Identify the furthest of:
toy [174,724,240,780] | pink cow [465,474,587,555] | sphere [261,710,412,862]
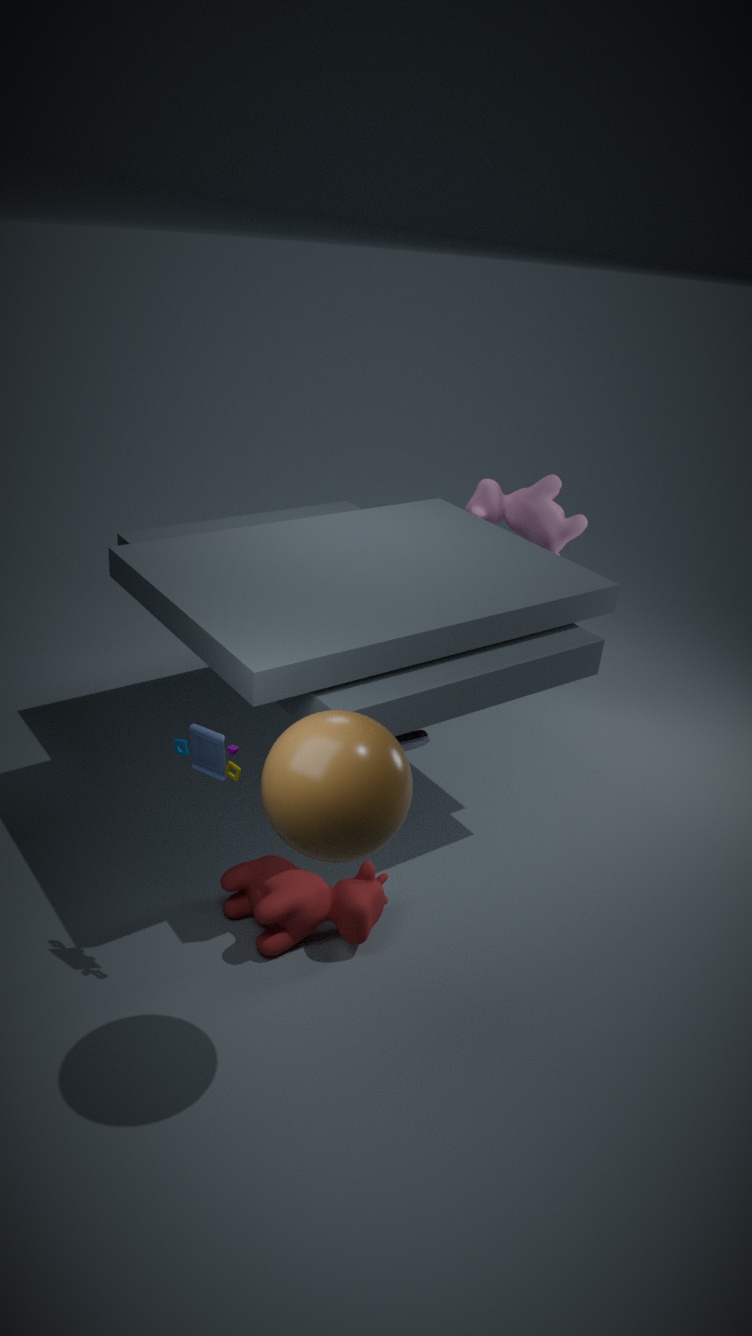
pink cow [465,474,587,555]
